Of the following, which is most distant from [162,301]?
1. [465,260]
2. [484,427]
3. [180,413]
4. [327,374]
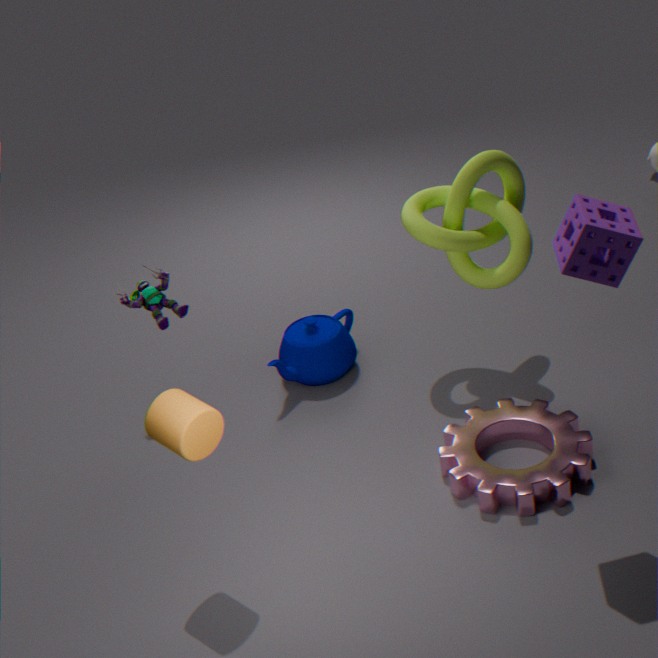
[484,427]
